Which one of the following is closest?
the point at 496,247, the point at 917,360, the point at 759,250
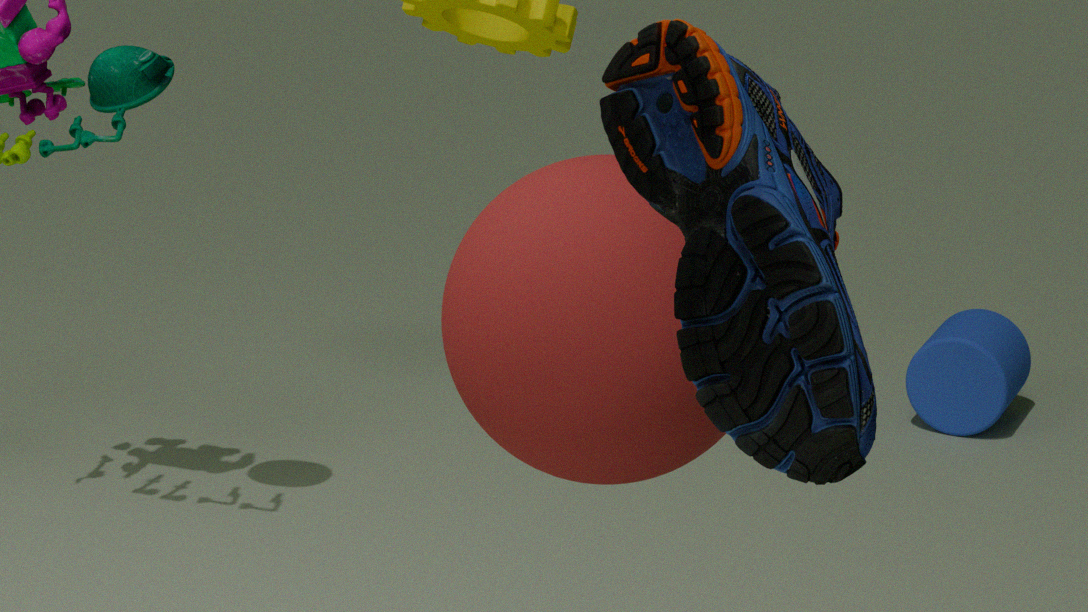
the point at 759,250
